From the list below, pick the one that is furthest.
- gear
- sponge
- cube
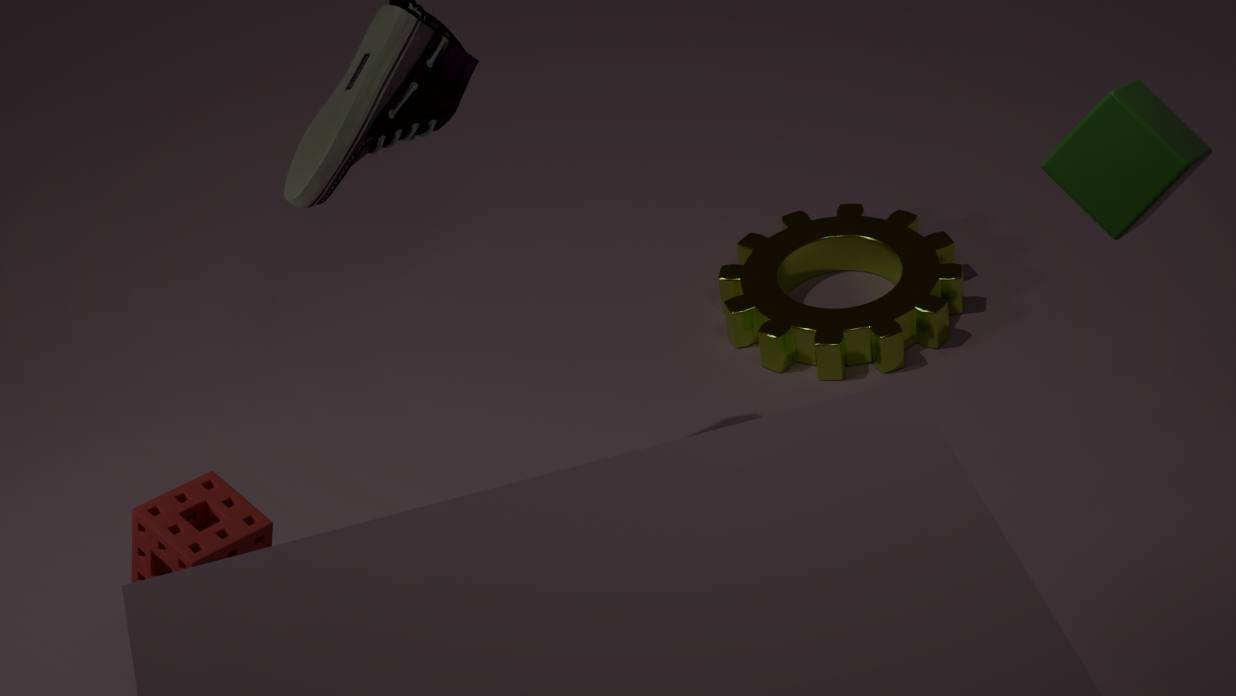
gear
